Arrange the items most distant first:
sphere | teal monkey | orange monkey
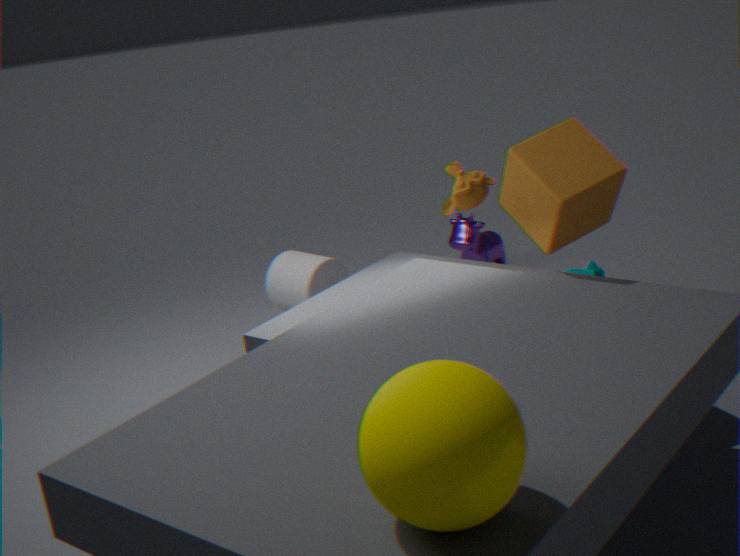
teal monkey < orange monkey < sphere
